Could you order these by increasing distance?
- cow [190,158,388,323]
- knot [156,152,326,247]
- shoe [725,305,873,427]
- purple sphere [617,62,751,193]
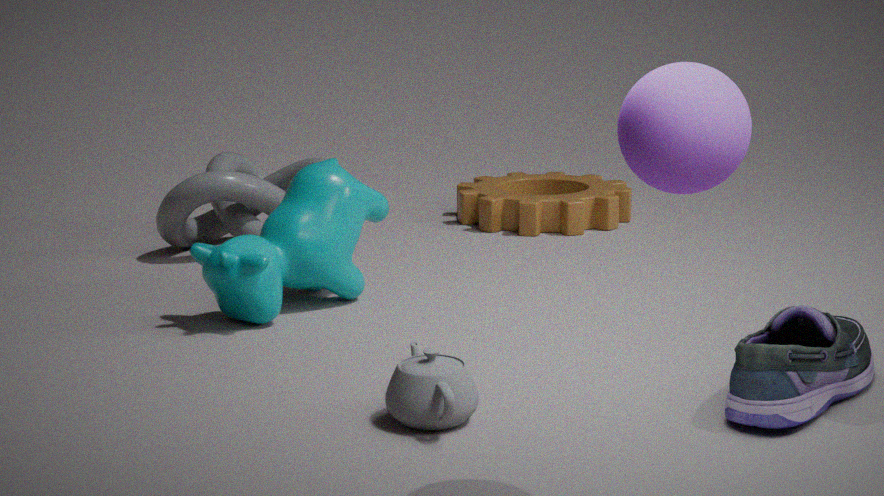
purple sphere [617,62,751,193] < shoe [725,305,873,427] < cow [190,158,388,323] < knot [156,152,326,247]
